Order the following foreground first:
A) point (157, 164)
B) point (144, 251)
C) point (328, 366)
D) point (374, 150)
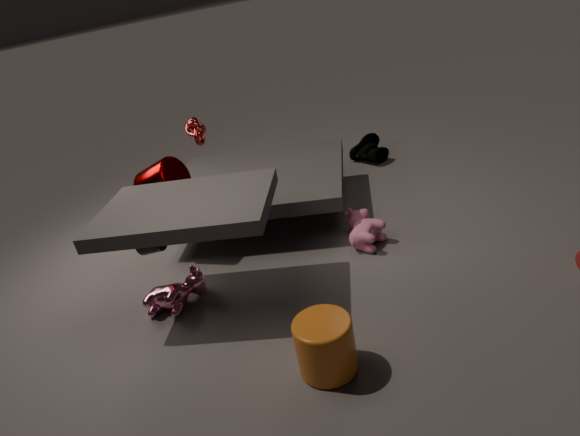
point (328, 366) < point (144, 251) < point (157, 164) < point (374, 150)
